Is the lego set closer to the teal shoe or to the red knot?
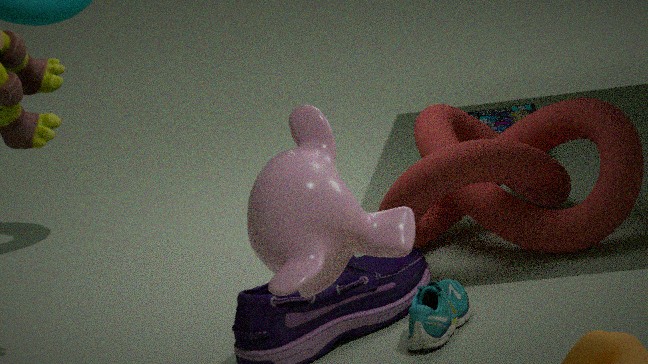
the red knot
